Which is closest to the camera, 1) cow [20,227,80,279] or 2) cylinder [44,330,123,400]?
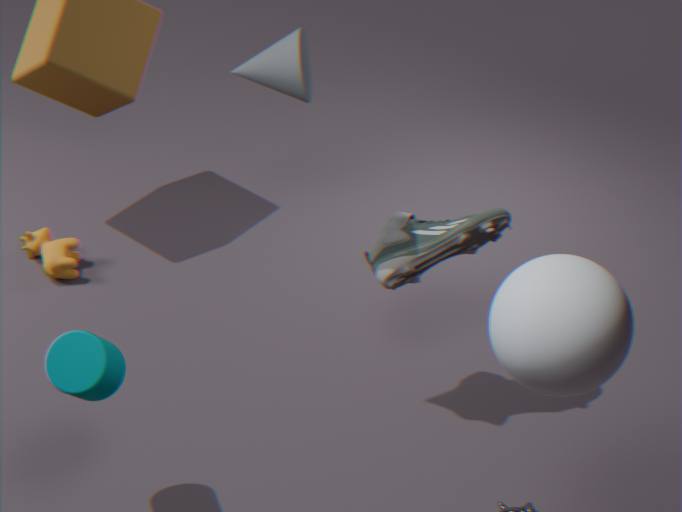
2. cylinder [44,330,123,400]
